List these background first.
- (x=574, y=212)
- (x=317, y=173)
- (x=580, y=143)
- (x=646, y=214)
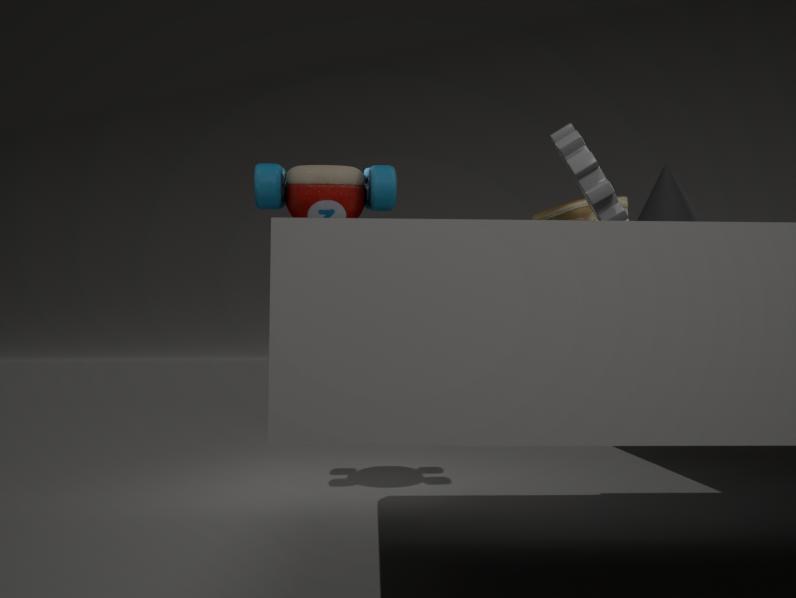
(x=317, y=173)
(x=574, y=212)
(x=580, y=143)
(x=646, y=214)
